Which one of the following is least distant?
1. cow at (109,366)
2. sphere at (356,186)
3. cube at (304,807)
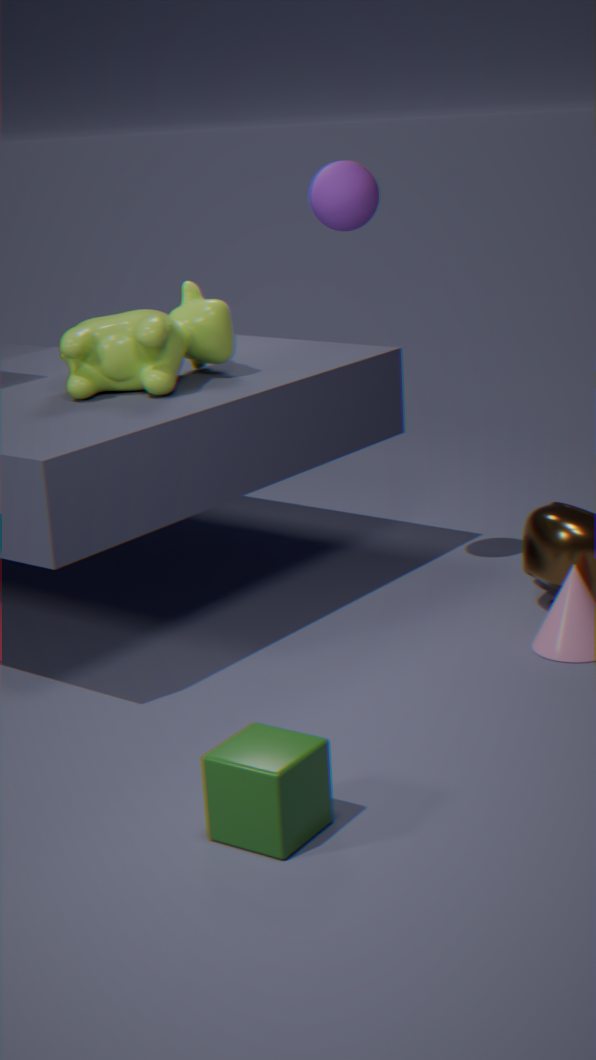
cube at (304,807)
